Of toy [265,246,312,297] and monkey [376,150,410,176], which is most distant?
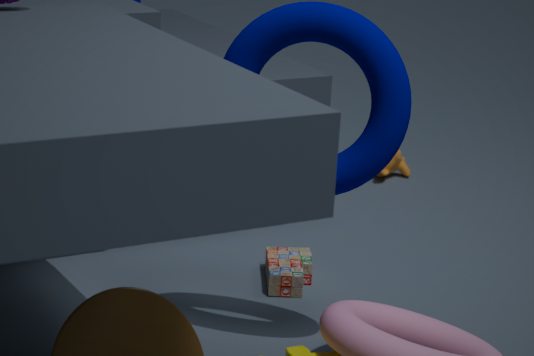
monkey [376,150,410,176]
